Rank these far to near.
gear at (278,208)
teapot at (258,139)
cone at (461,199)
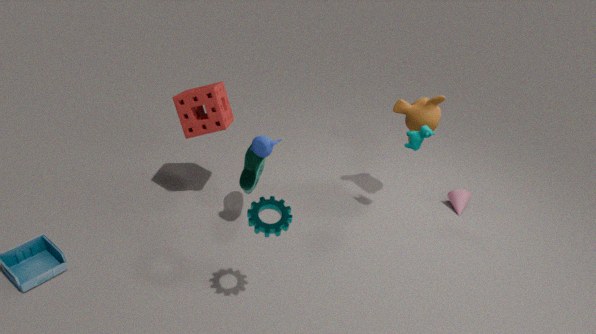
cone at (461,199), teapot at (258,139), gear at (278,208)
